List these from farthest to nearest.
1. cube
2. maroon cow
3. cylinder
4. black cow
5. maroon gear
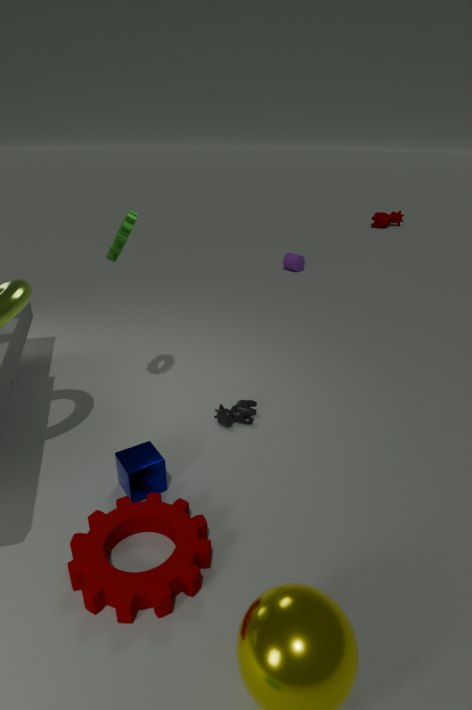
maroon cow → cylinder → black cow → cube → maroon gear
